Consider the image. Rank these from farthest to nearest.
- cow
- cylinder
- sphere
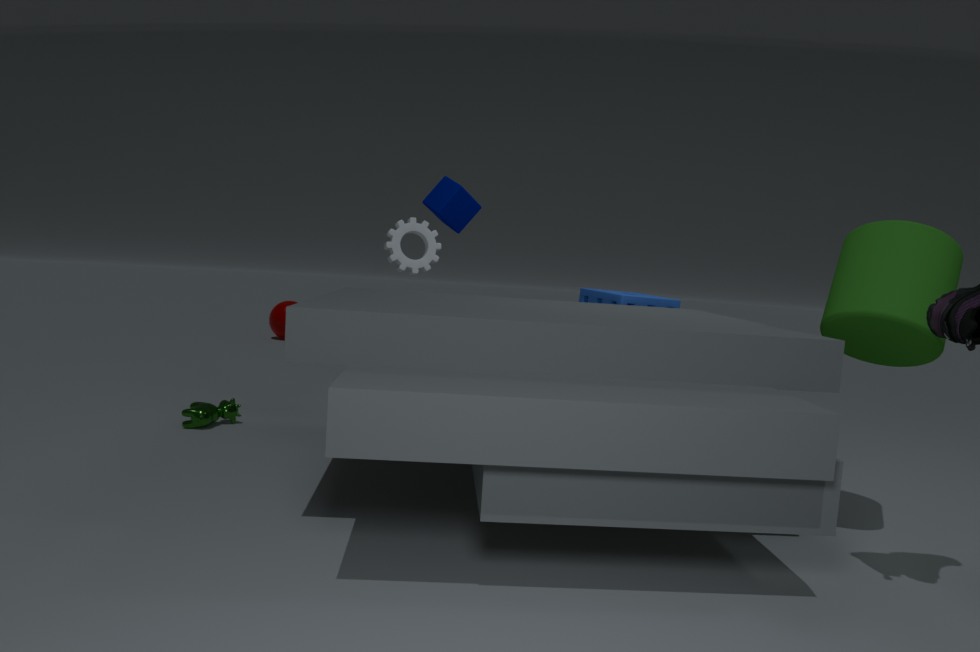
sphere
cow
cylinder
